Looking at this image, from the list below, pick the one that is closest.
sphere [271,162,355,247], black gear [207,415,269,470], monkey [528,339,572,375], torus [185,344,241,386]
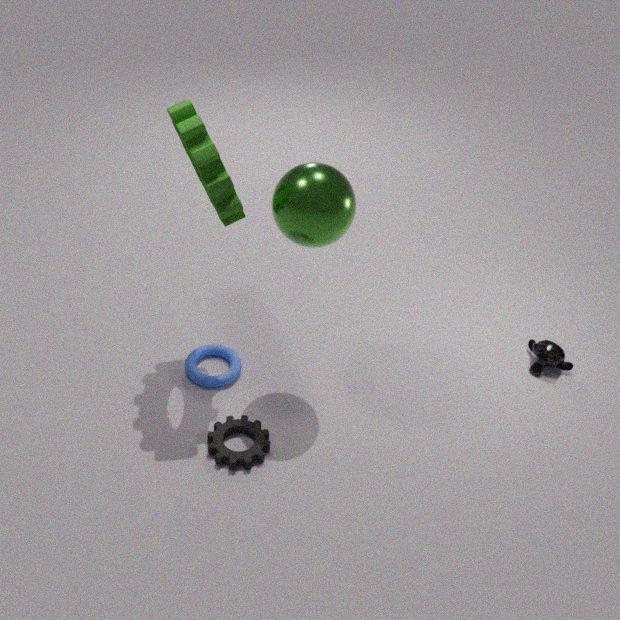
sphere [271,162,355,247]
